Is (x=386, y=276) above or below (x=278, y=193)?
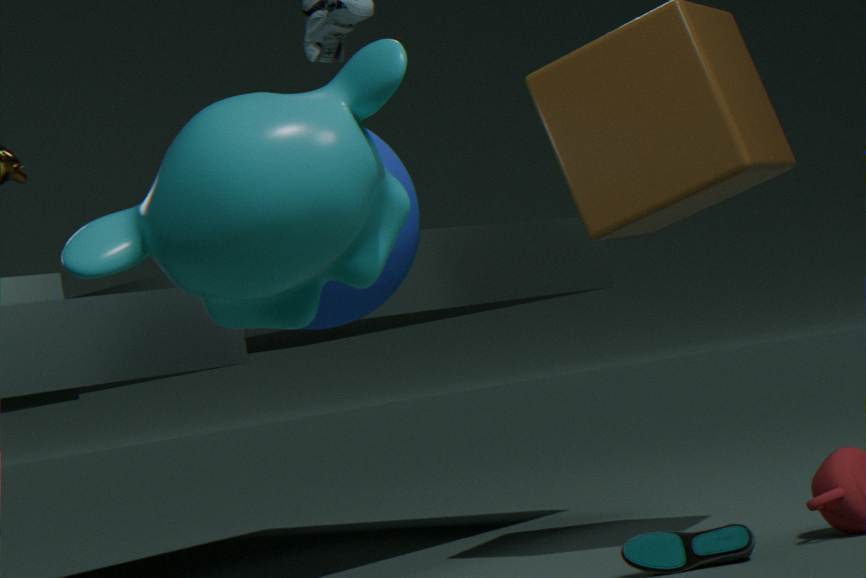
above
